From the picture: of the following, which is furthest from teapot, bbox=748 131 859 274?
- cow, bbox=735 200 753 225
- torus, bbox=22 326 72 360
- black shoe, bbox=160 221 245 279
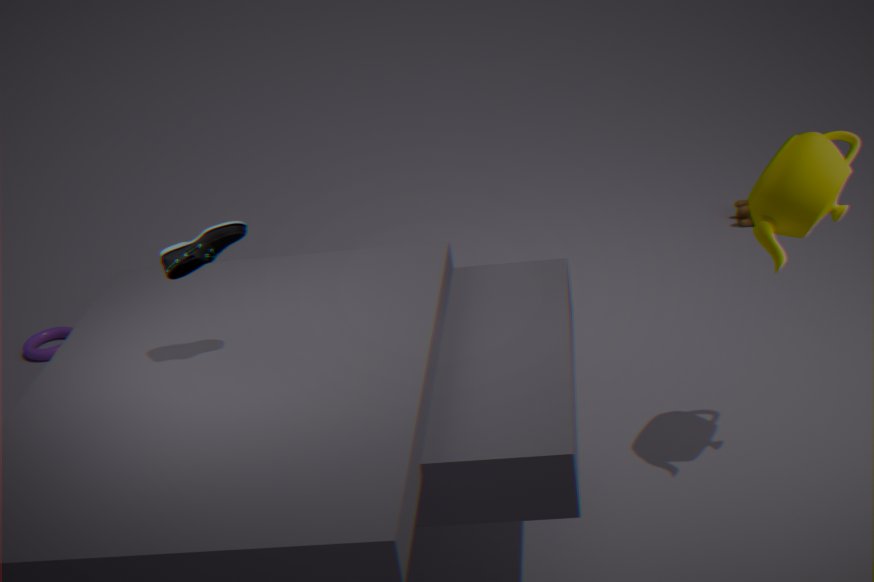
torus, bbox=22 326 72 360
